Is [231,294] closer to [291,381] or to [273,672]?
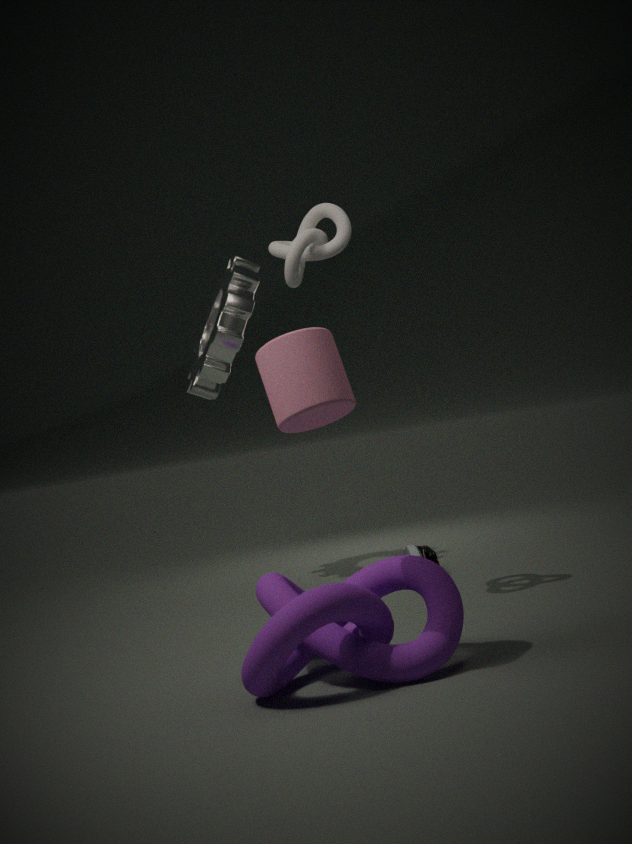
[291,381]
